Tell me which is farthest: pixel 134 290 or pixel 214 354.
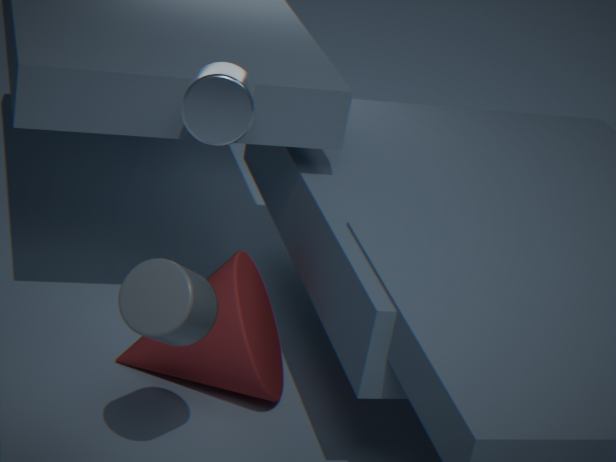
pixel 214 354
